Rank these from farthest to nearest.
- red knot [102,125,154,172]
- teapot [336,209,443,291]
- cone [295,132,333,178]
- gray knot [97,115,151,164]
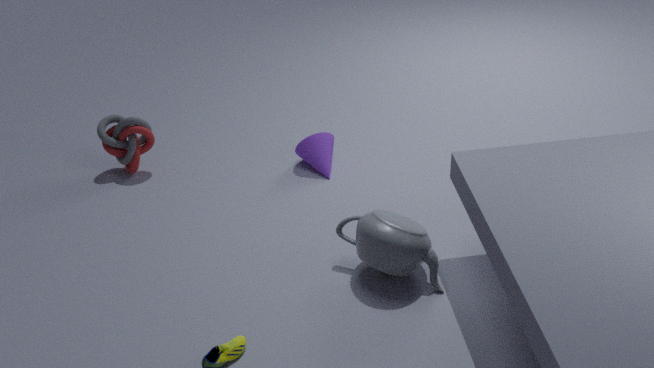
cone [295,132,333,178] → gray knot [97,115,151,164] → red knot [102,125,154,172] → teapot [336,209,443,291]
